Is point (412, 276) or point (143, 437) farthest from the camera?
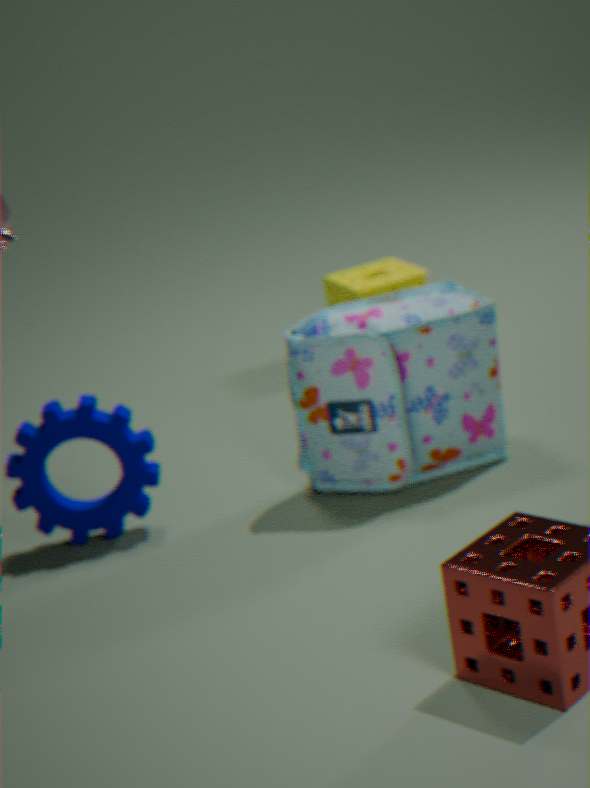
point (412, 276)
